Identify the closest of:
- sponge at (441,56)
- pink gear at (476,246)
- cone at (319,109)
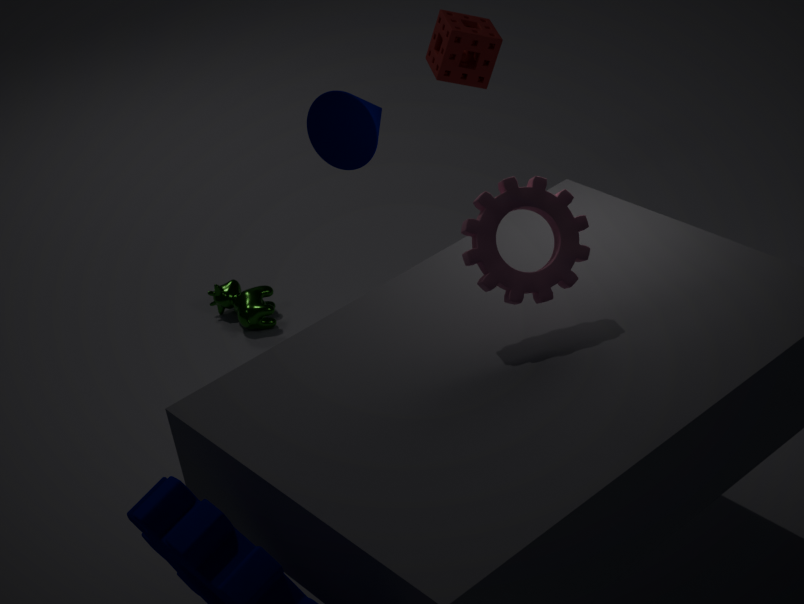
pink gear at (476,246)
